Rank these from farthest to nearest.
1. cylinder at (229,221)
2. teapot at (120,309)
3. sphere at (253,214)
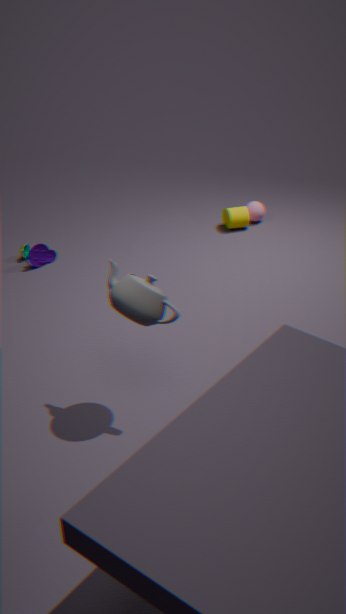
sphere at (253,214) < cylinder at (229,221) < teapot at (120,309)
